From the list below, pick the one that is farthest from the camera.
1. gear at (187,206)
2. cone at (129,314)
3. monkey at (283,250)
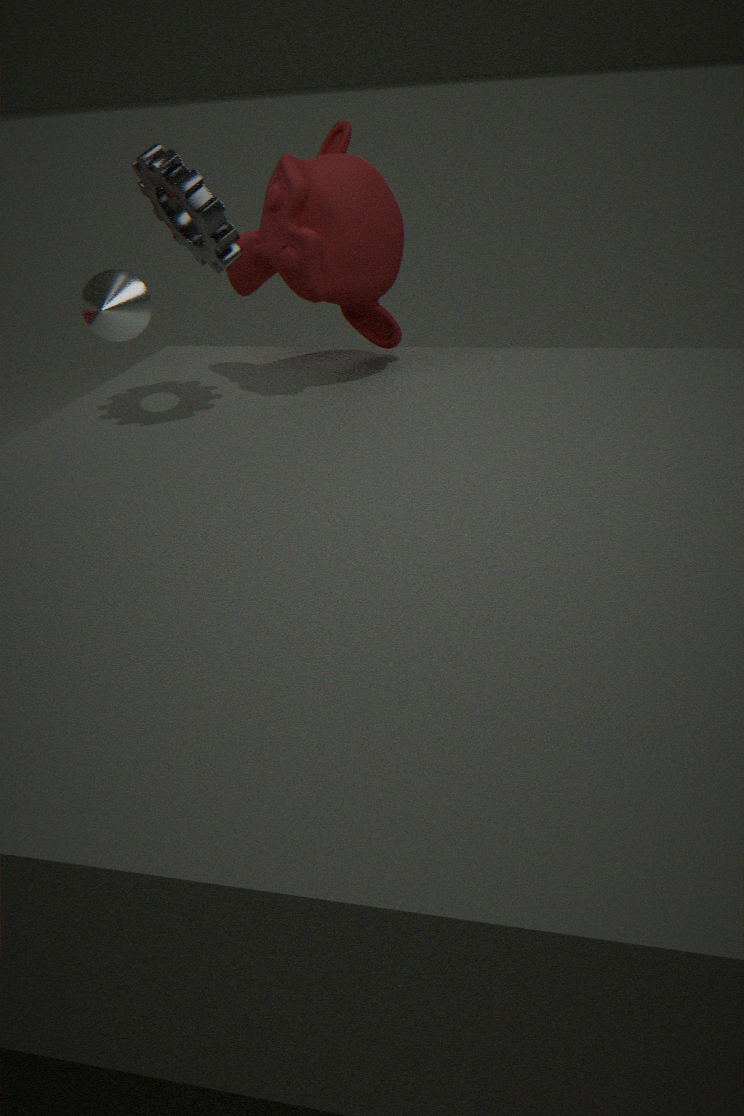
cone at (129,314)
